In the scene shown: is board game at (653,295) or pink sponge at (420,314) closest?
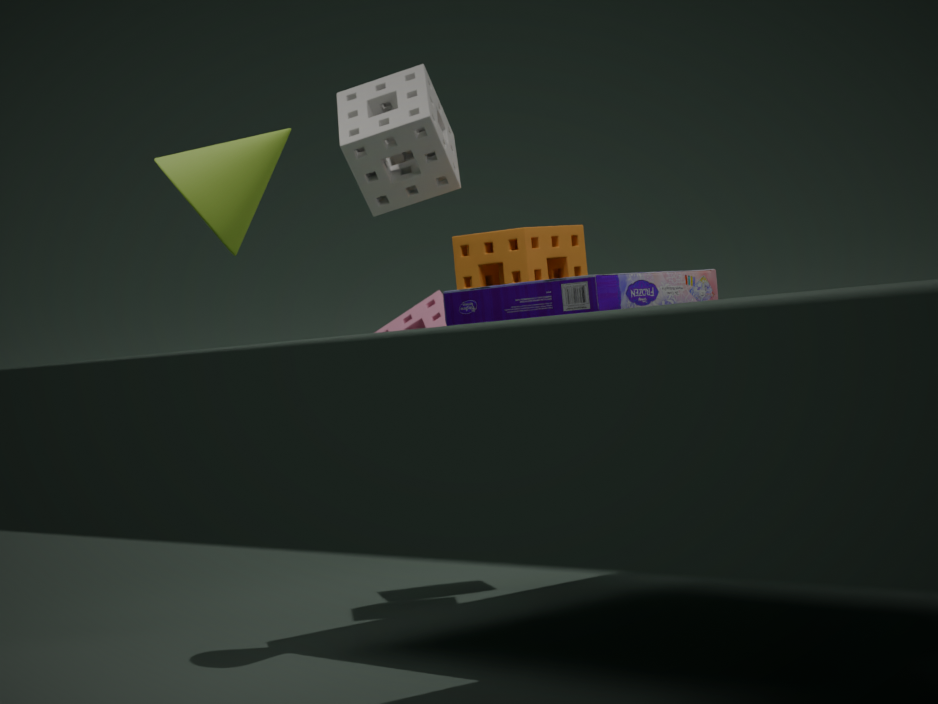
board game at (653,295)
